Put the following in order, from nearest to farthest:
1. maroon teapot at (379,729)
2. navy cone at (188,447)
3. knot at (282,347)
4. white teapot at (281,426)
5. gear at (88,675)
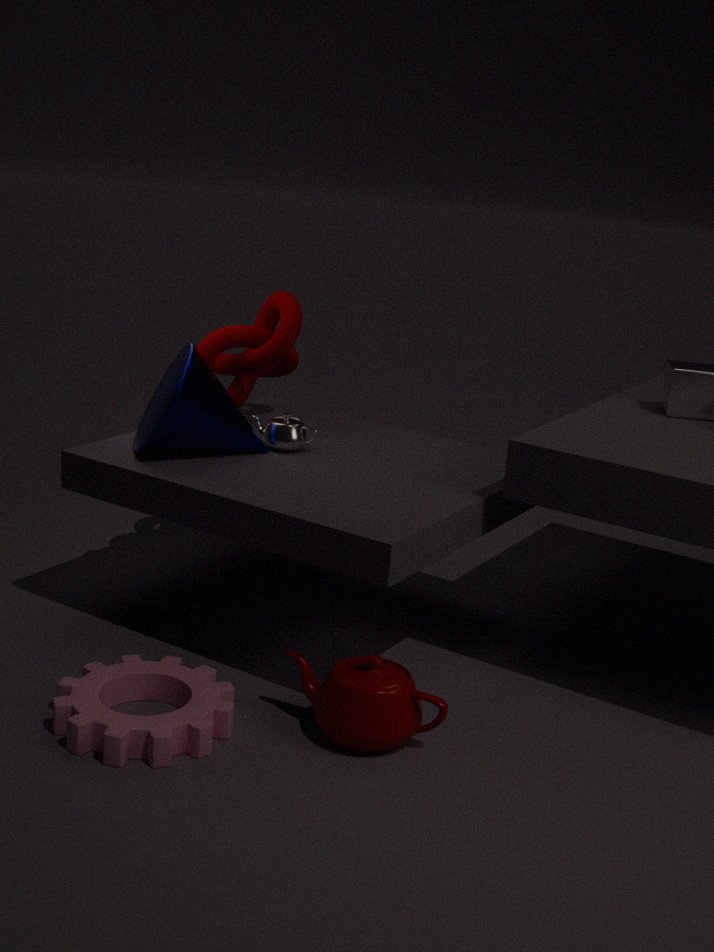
gear at (88,675)
maroon teapot at (379,729)
navy cone at (188,447)
white teapot at (281,426)
knot at (282,347)
